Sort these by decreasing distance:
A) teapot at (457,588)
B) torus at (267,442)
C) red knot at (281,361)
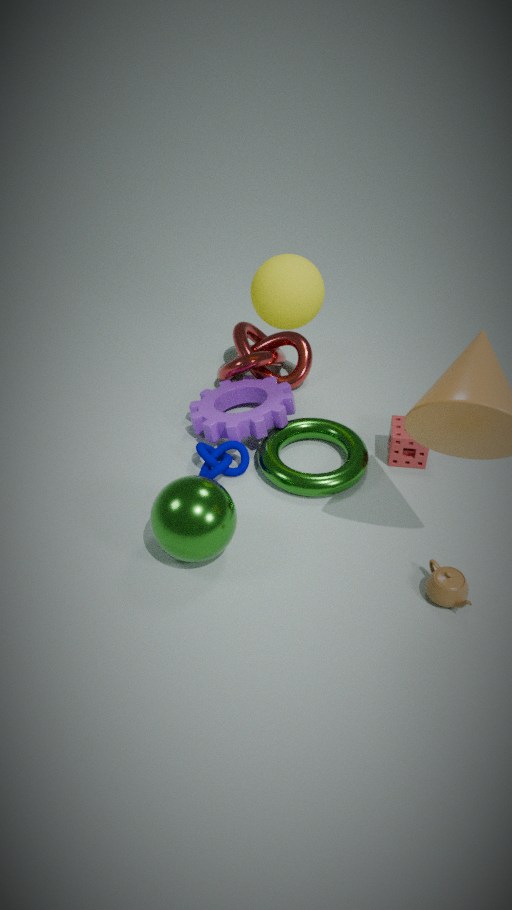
red knot at (281,361) < torus at (267,442) < teapot at (457,588)
